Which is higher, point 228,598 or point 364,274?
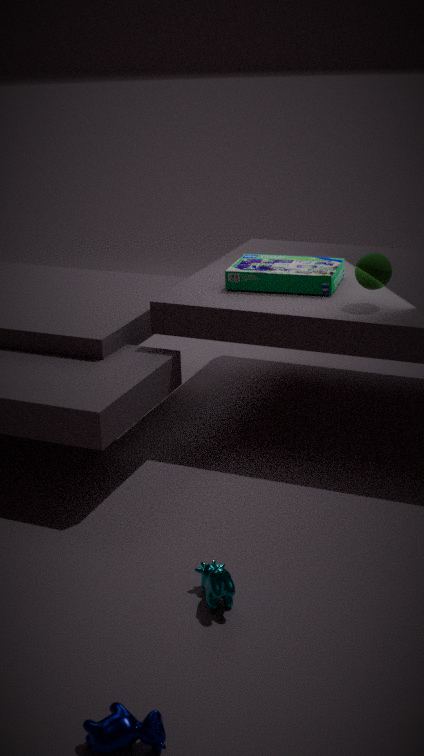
point 364,274
